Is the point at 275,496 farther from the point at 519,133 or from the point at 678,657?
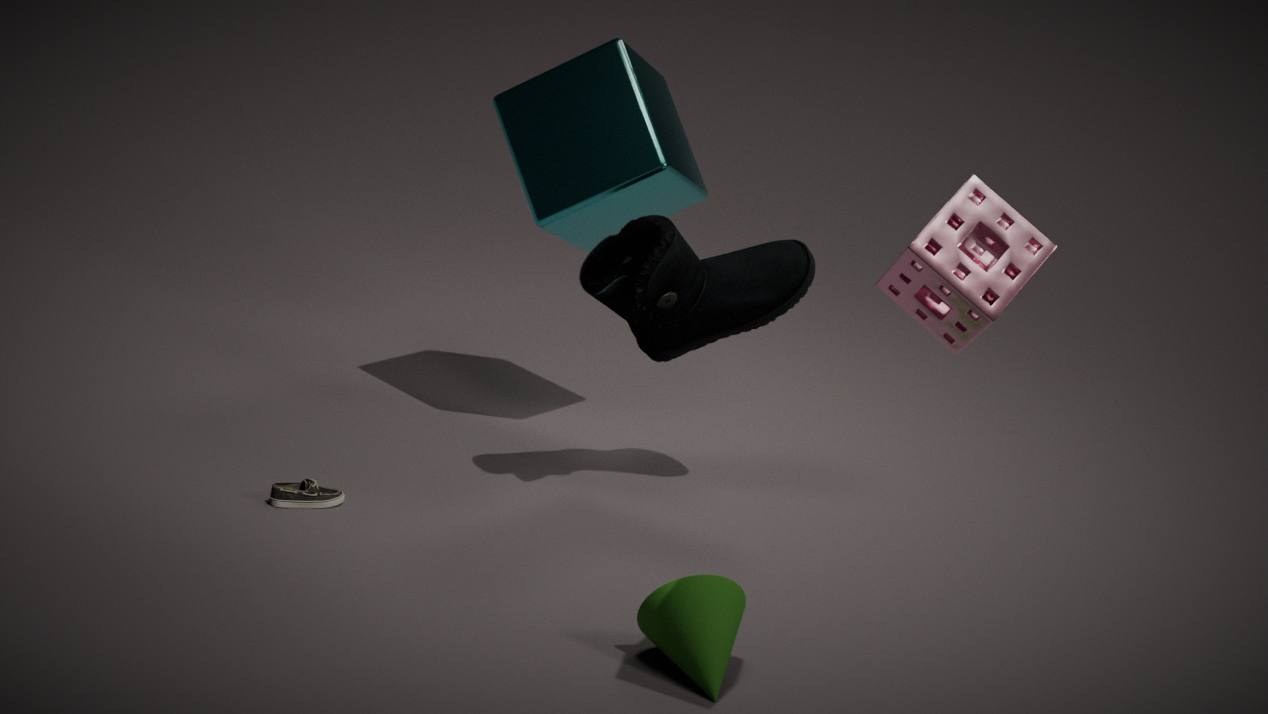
the point at 519,133
